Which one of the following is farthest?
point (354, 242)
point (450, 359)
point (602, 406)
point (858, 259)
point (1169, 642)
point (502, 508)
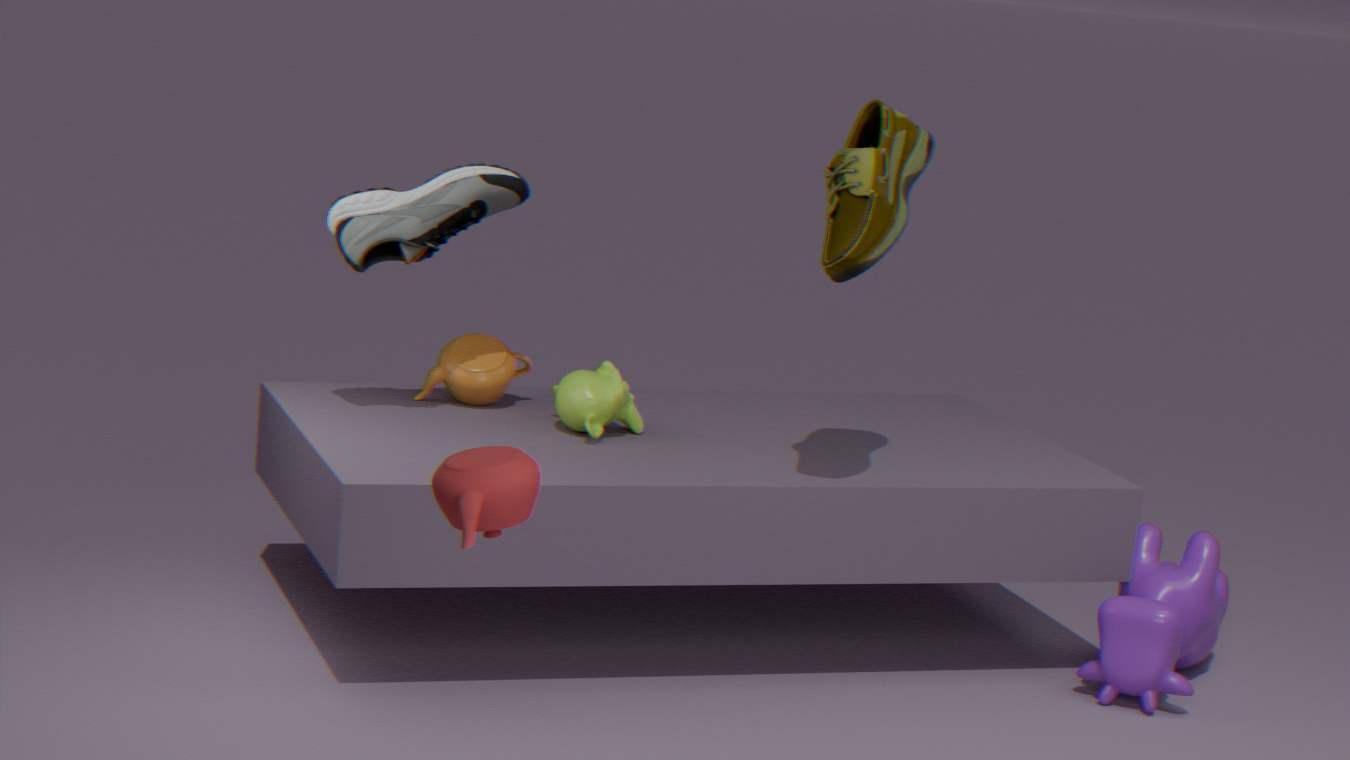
point (450, 359)
